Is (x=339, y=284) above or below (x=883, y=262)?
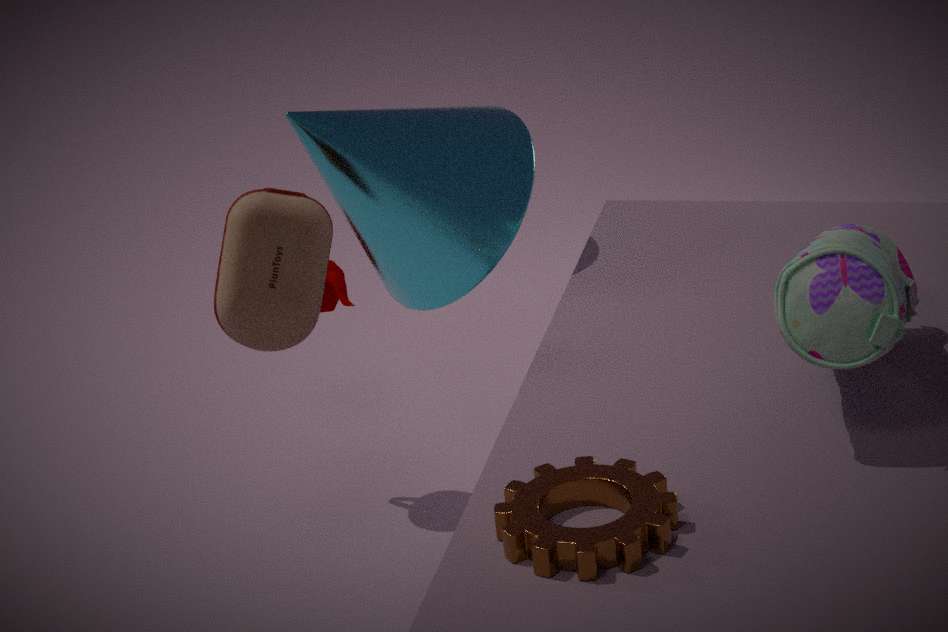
below
